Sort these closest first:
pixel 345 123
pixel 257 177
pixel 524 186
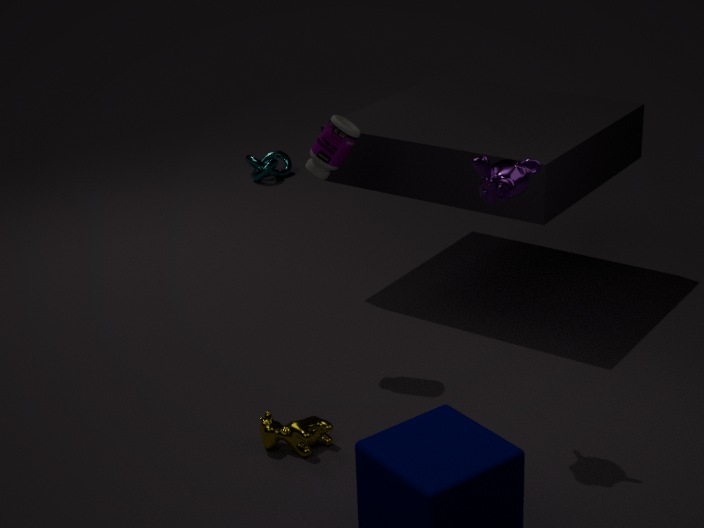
pixel 524 186 → pixel 345 123 → pixel 257 177
